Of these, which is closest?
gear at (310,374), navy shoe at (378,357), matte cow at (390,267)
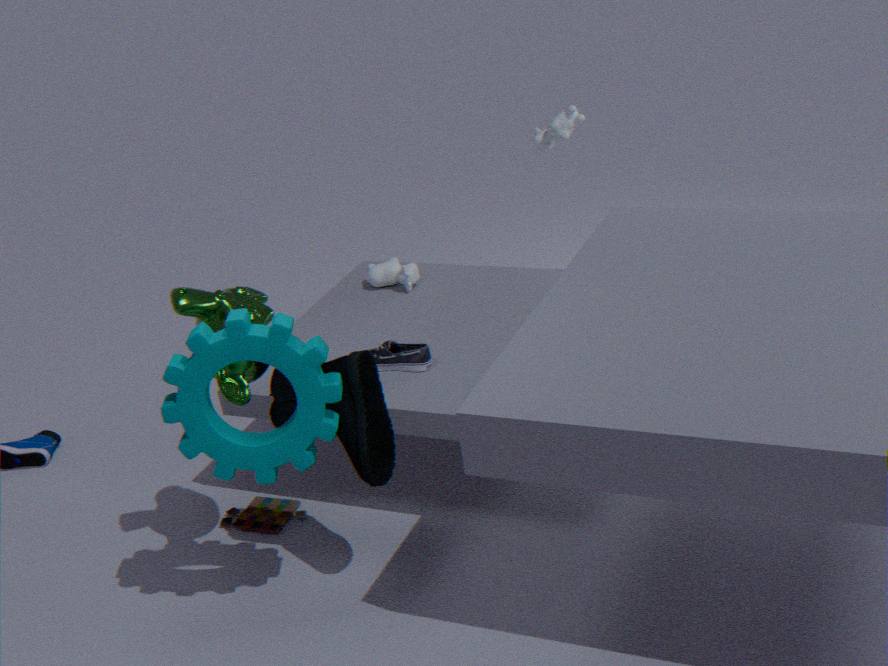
gear at (310,374)
